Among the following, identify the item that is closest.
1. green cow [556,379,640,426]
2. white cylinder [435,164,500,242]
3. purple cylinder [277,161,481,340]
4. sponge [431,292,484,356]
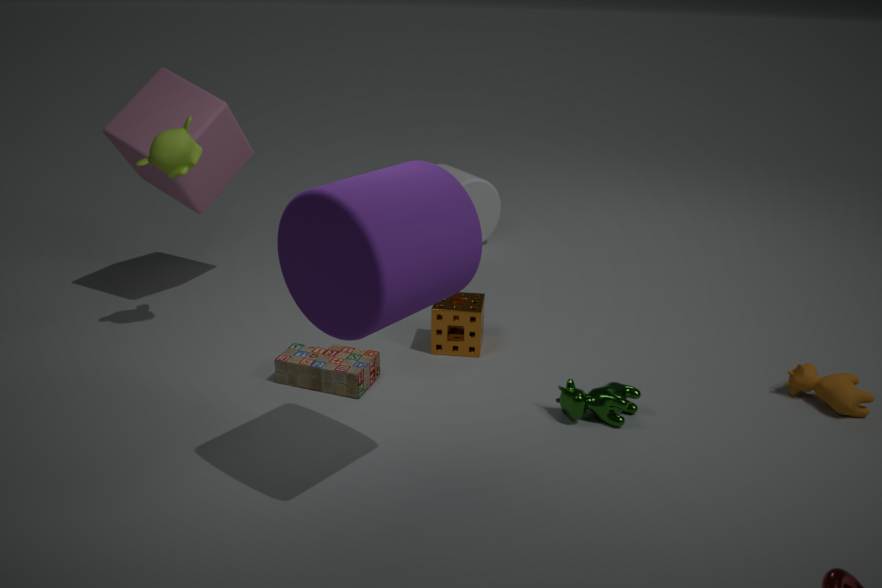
purple cylinder [277,161,481,340]
